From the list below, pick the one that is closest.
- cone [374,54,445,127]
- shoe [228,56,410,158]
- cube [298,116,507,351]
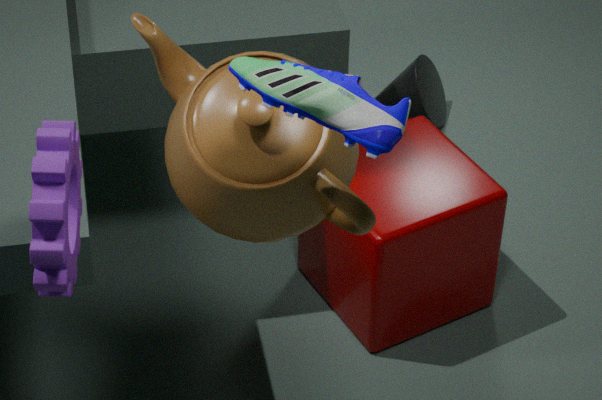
shoe [228,56,410,158]
